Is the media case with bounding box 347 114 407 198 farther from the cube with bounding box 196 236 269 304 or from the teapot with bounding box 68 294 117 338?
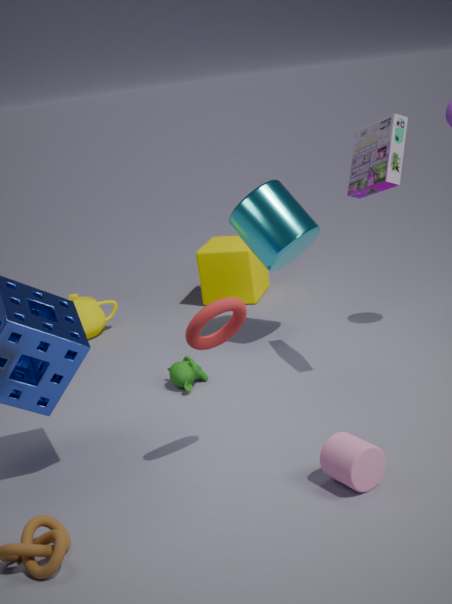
the teapot with bounding box 68 294 117 338
